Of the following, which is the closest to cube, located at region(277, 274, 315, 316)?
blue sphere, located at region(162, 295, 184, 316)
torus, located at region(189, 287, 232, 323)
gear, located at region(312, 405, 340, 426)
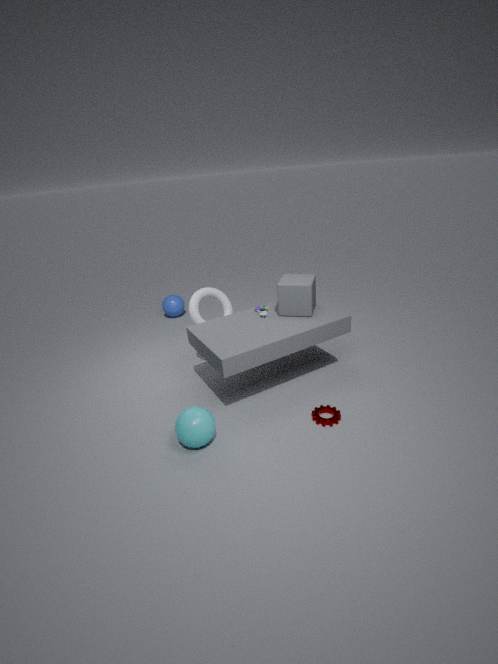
torus, located at region(189, 287, 232, 323)
